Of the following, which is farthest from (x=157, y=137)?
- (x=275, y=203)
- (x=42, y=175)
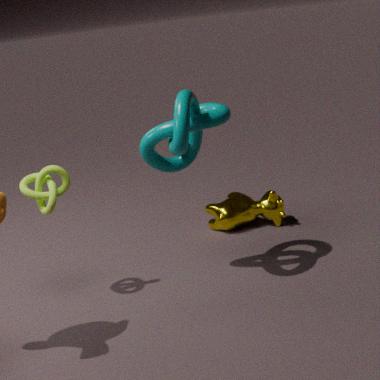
(x=275, y=203)
